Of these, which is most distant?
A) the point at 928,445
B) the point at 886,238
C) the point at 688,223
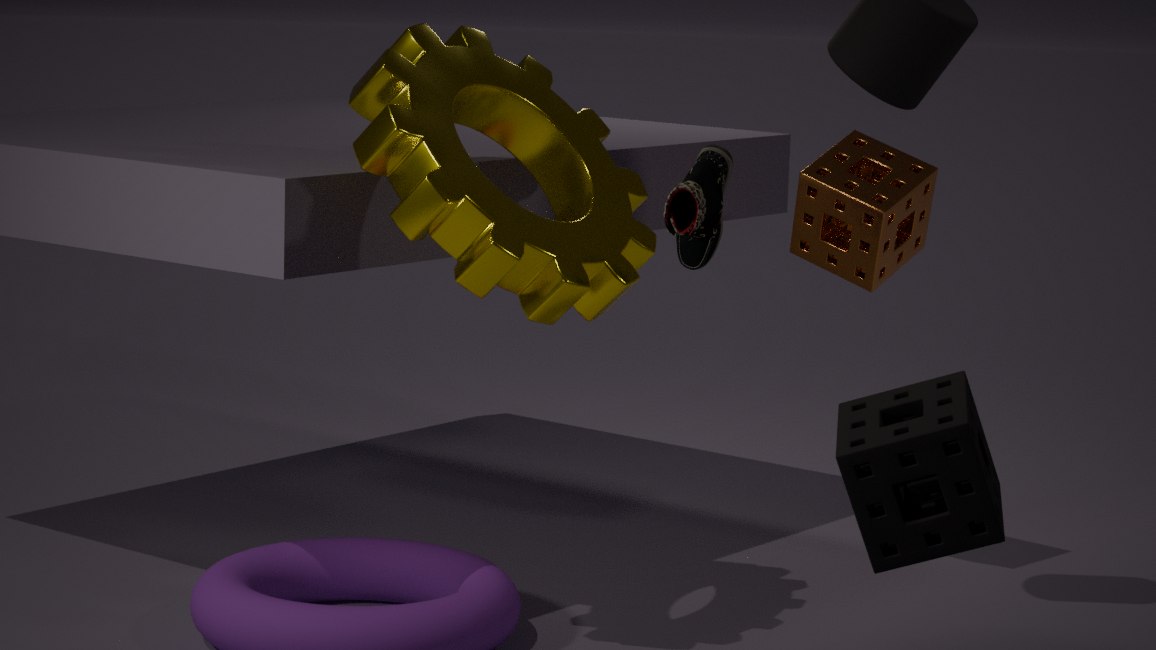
the point at 886,238
